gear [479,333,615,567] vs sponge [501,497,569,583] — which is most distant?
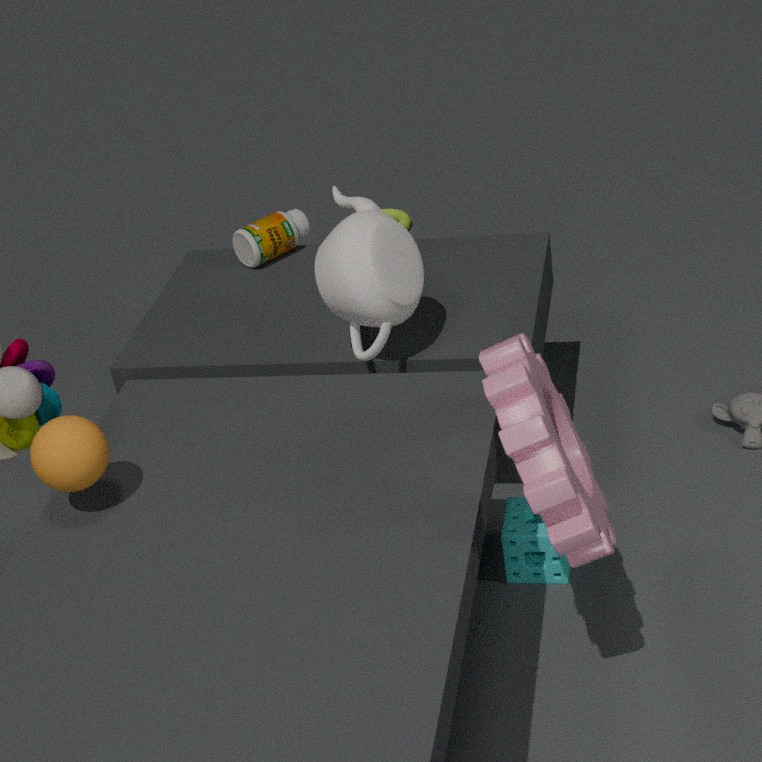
sponge [501,497,569,583]
